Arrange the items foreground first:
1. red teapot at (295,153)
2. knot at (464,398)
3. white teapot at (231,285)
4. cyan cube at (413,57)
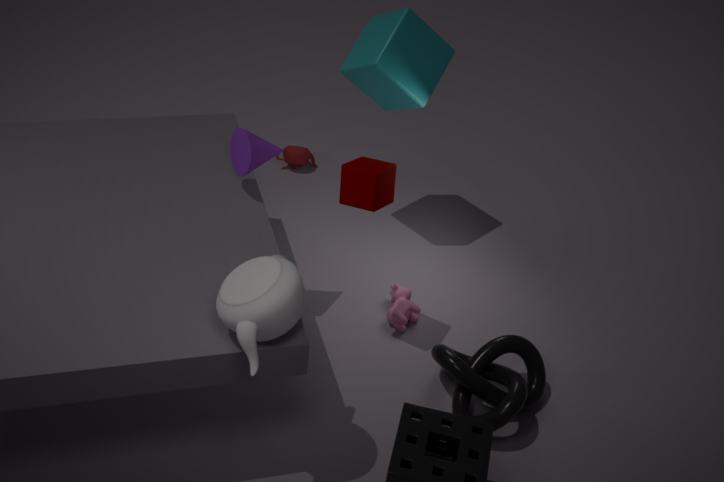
1. white teapot at (231,285)
2. knot at (464,398)
3. cyan cube at (413,57)
4. red teapot at (295,153)
